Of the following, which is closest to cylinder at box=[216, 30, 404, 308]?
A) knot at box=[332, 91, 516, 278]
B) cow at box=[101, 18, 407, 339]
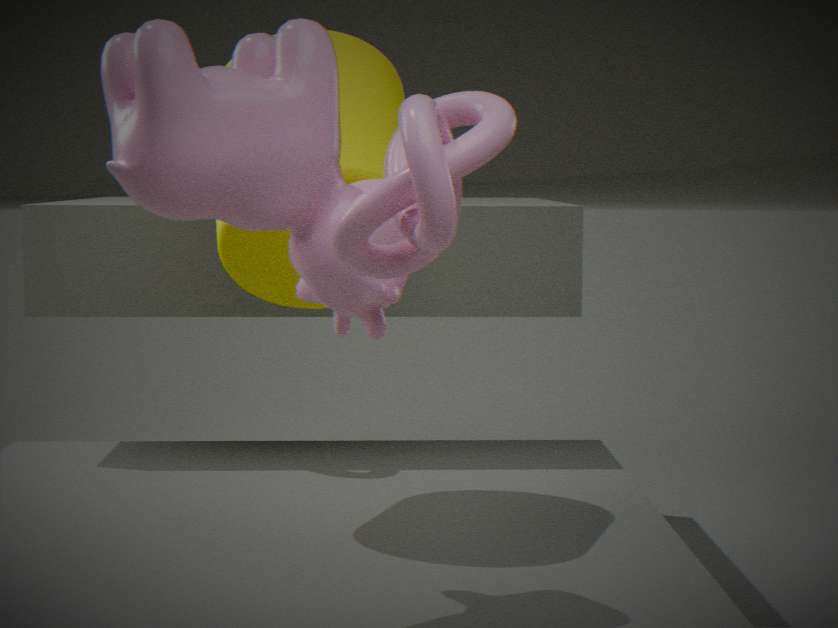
cow at box=[101, 18, 407, 339]
